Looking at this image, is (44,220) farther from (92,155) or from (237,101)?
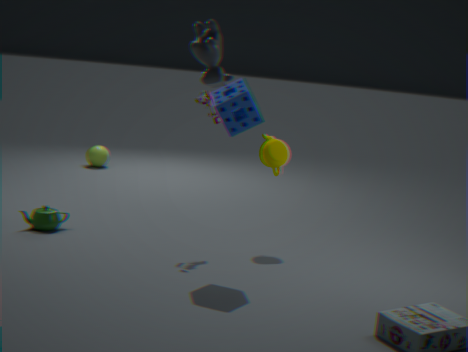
(92,155)
